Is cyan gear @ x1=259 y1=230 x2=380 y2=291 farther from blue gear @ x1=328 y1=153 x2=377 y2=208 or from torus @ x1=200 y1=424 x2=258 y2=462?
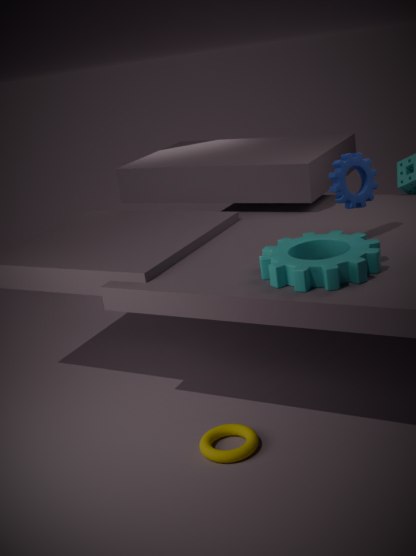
torus @ x1=200 y1=424 x2=258 y2=462
